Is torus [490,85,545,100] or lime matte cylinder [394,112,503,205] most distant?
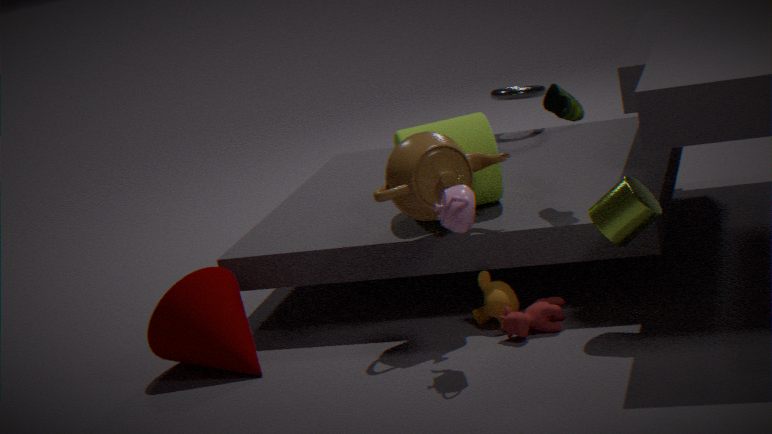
torus [490,85,545,100]
